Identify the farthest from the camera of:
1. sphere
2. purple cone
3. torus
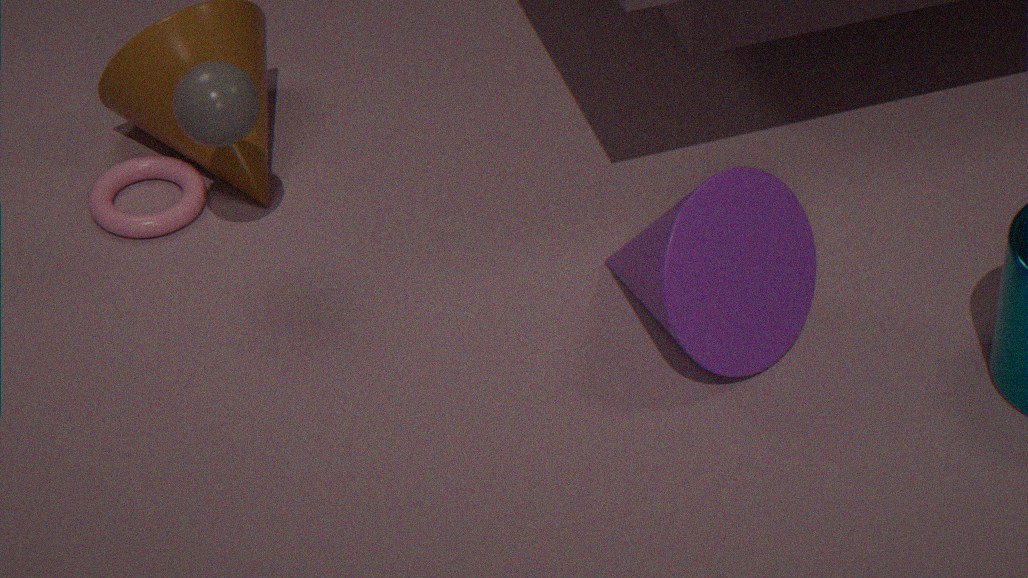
torus
